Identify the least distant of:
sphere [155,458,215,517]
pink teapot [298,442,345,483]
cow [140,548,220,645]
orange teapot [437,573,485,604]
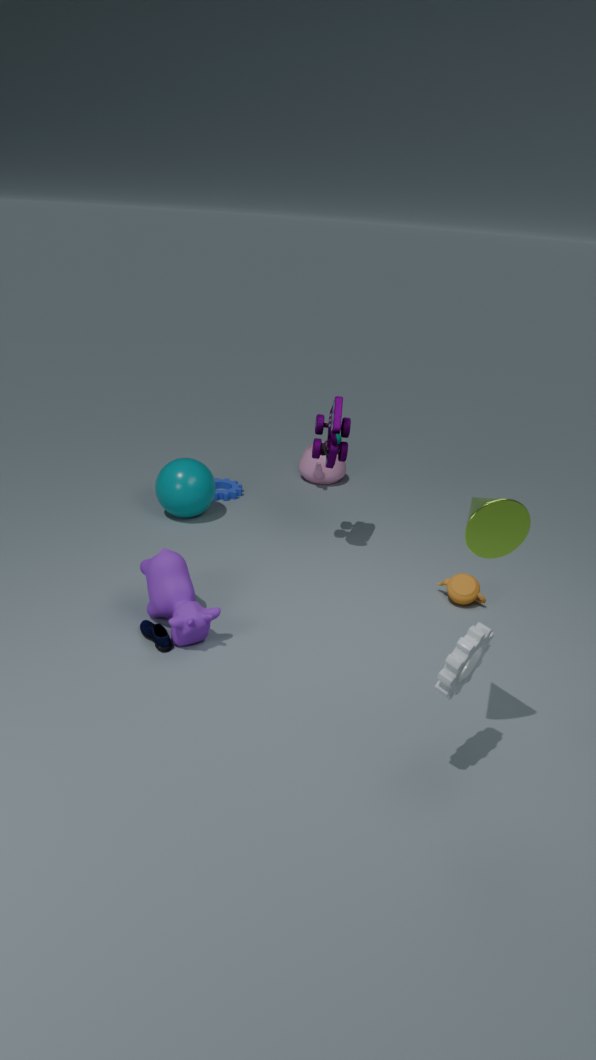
cow [140,548,220,645]
